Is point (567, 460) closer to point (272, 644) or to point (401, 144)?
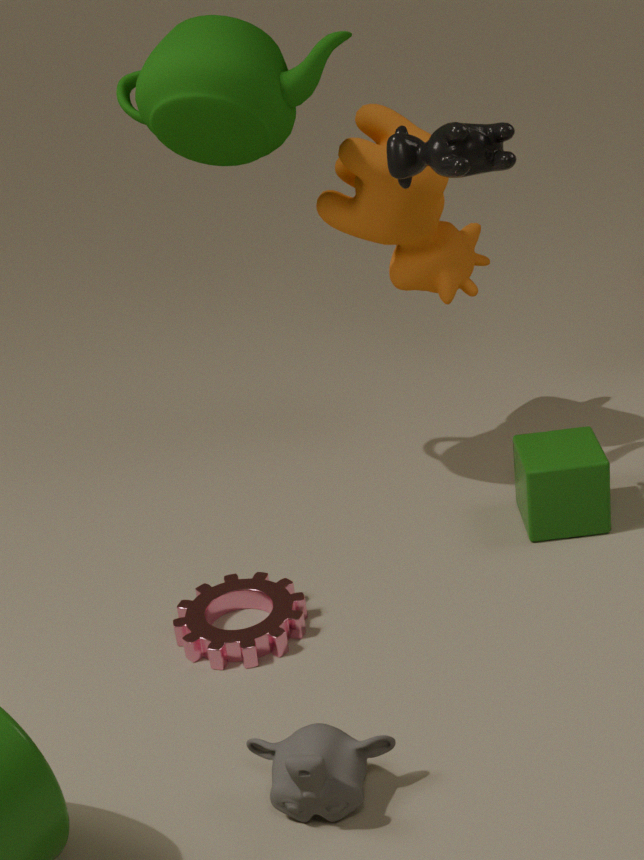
point (272, 644)
